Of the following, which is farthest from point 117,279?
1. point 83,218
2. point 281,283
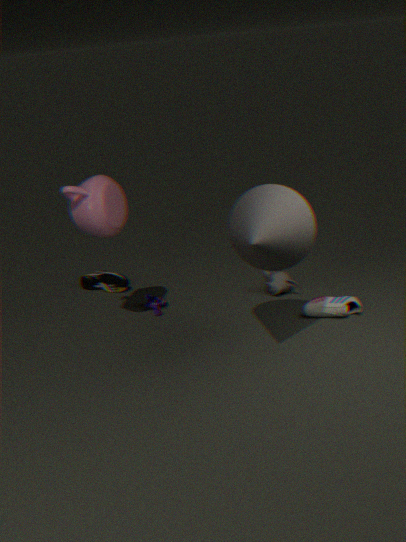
point 281,283
